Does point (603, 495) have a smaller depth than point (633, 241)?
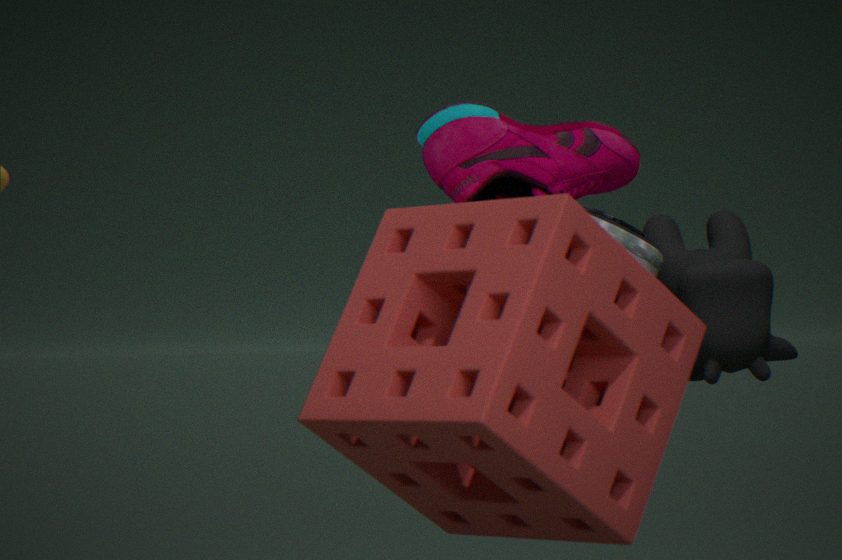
Yes
